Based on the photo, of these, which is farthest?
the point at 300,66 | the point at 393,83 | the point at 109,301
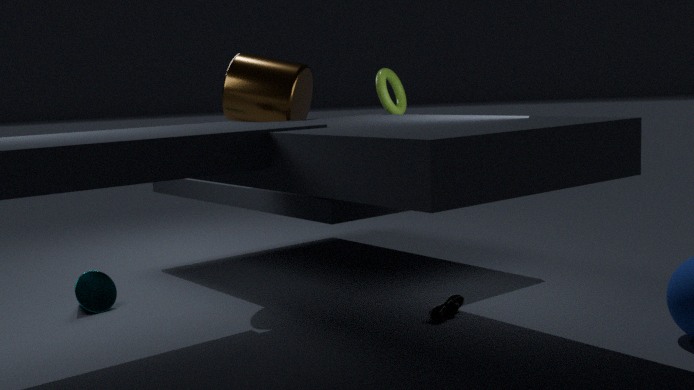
the point at 393,83
